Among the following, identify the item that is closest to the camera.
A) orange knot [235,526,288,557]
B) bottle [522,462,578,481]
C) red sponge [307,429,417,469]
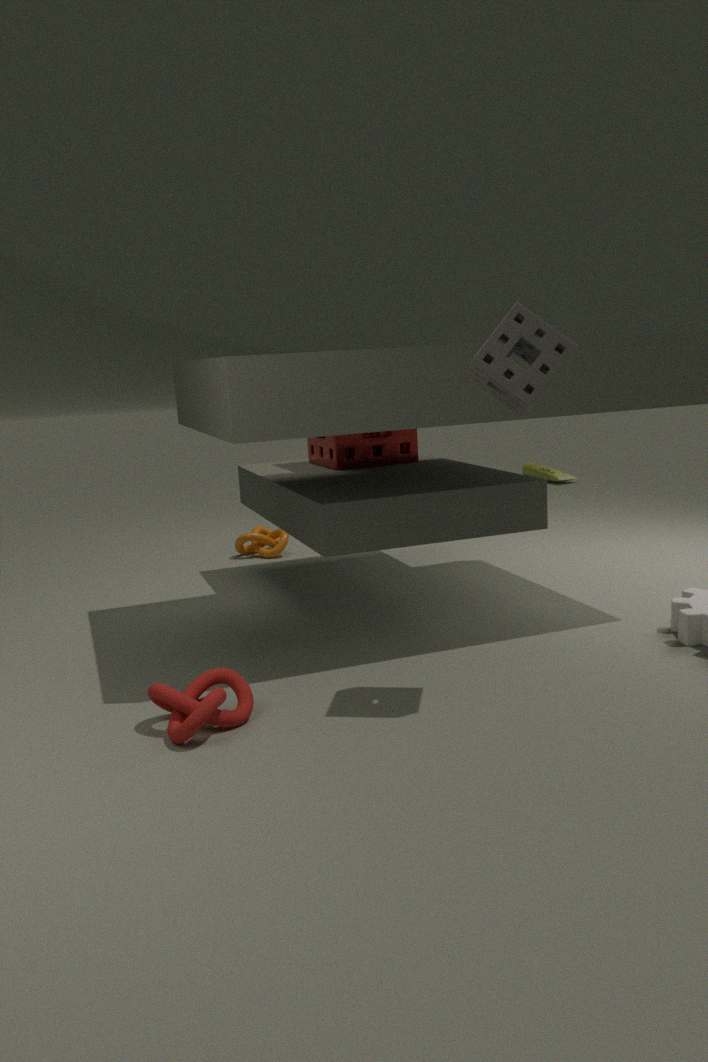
red sponge [307,429,417,469]
